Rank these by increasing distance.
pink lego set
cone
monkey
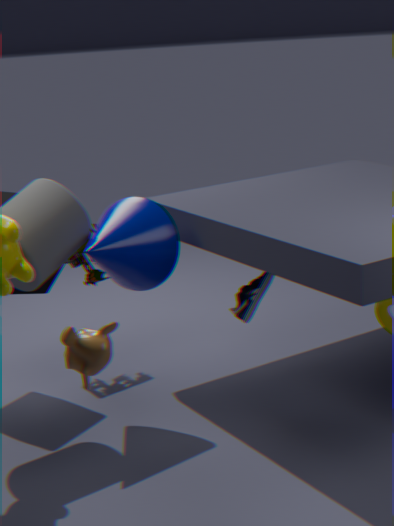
monkey
cone
pink lego set
